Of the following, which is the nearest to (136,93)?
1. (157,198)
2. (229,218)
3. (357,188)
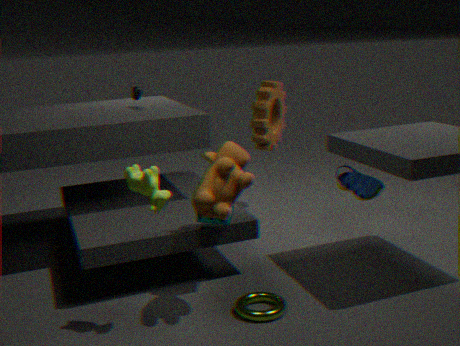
(229,218)
